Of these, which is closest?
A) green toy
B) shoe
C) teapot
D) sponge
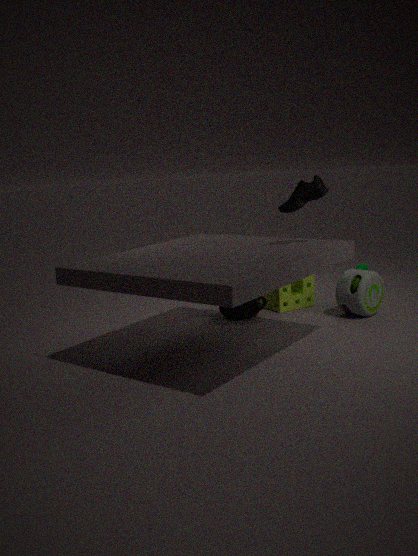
shoe
